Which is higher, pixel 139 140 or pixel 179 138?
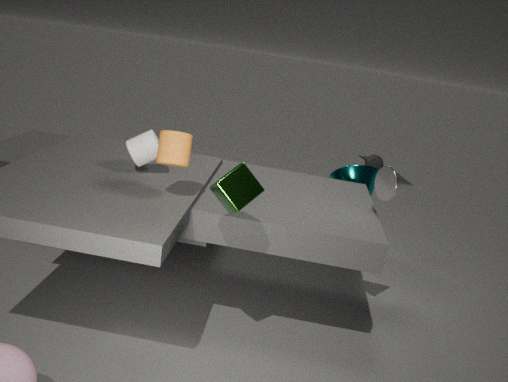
pixel 179 138
